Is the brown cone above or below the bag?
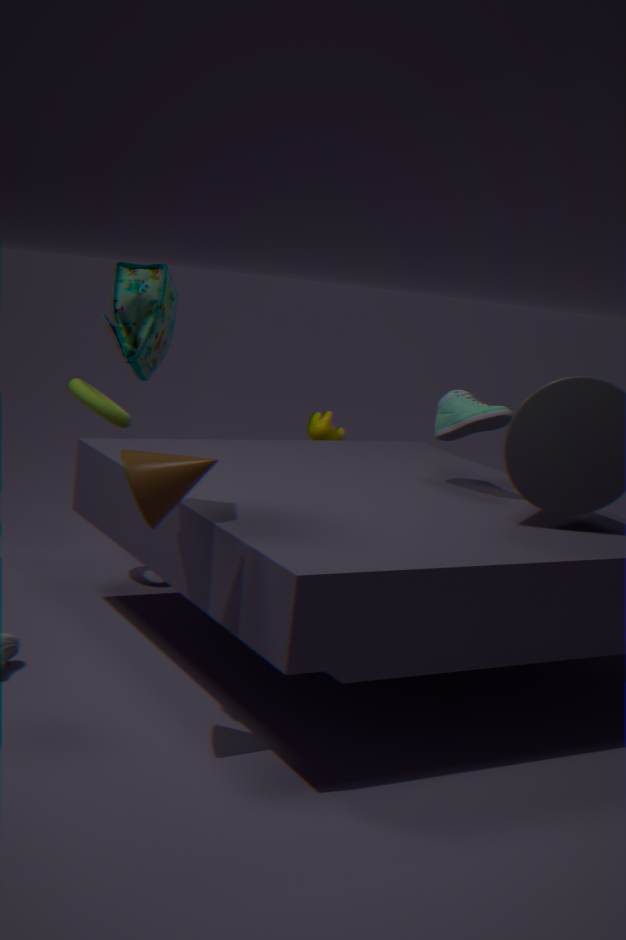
below
